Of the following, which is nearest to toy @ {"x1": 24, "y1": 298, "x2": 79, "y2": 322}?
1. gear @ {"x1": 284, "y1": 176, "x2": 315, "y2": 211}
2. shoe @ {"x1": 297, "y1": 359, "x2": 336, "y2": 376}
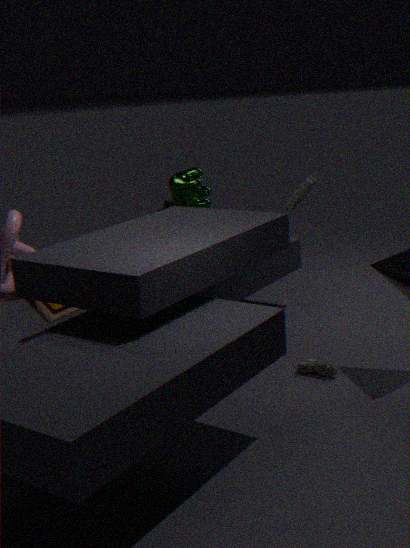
shoe @ {"x1": 297, "y1": 359, "x2": 336, "y2": 376}
